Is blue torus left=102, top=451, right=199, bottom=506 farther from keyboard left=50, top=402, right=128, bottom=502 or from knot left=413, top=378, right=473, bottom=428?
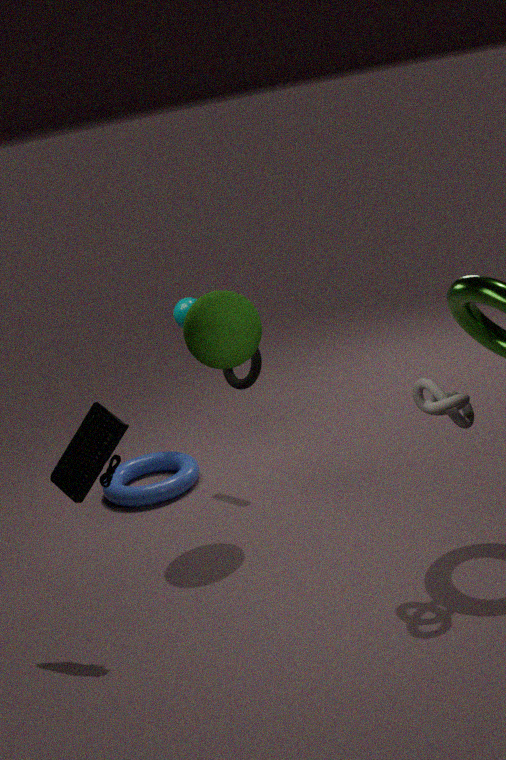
knot left=413, top=378, right=473, bottom=428
